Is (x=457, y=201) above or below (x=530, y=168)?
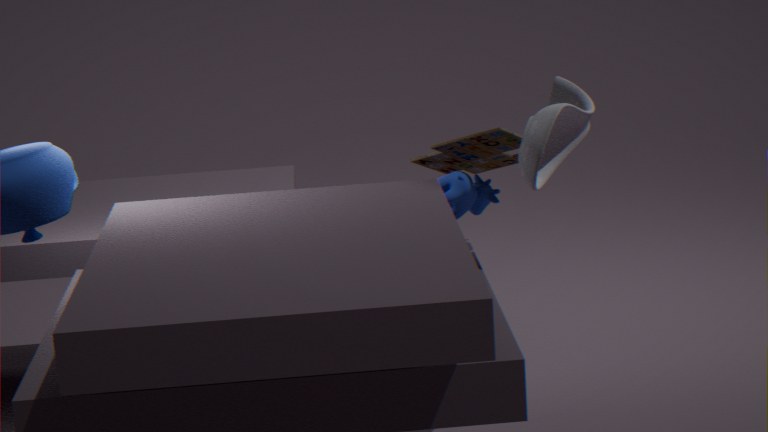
below
